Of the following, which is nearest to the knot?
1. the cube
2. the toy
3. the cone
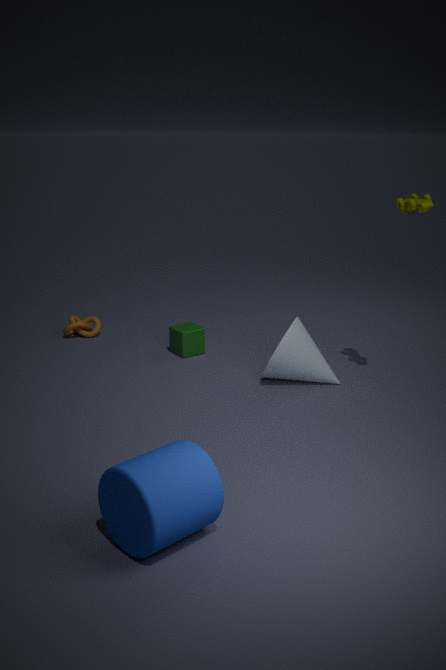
the cube
